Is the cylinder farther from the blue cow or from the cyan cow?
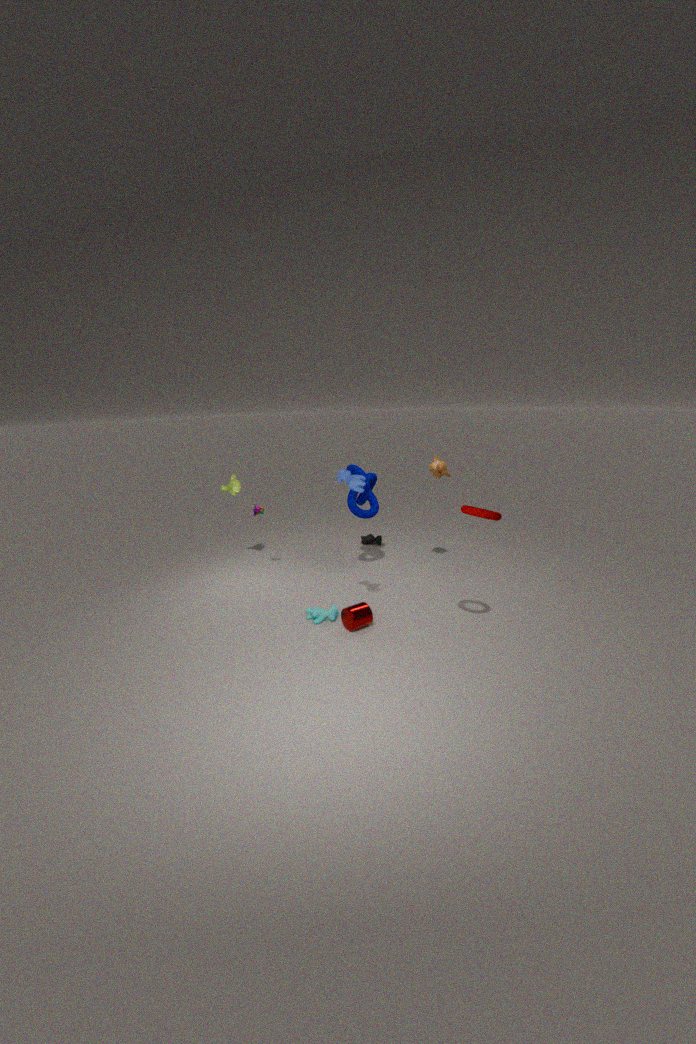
the blue cow
